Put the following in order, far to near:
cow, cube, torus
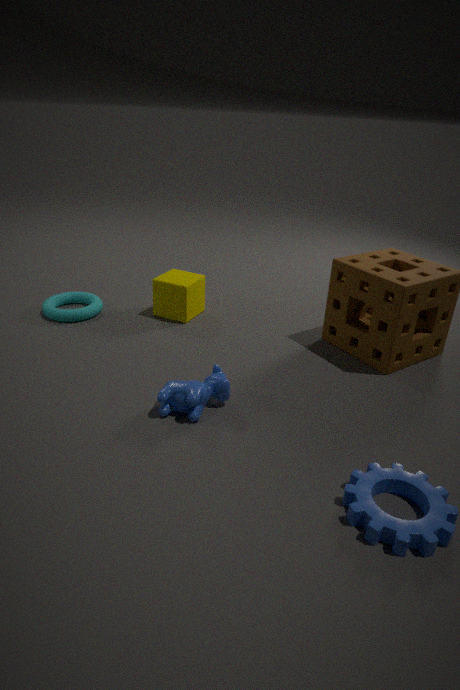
1. cube
2. torus
3. cow
